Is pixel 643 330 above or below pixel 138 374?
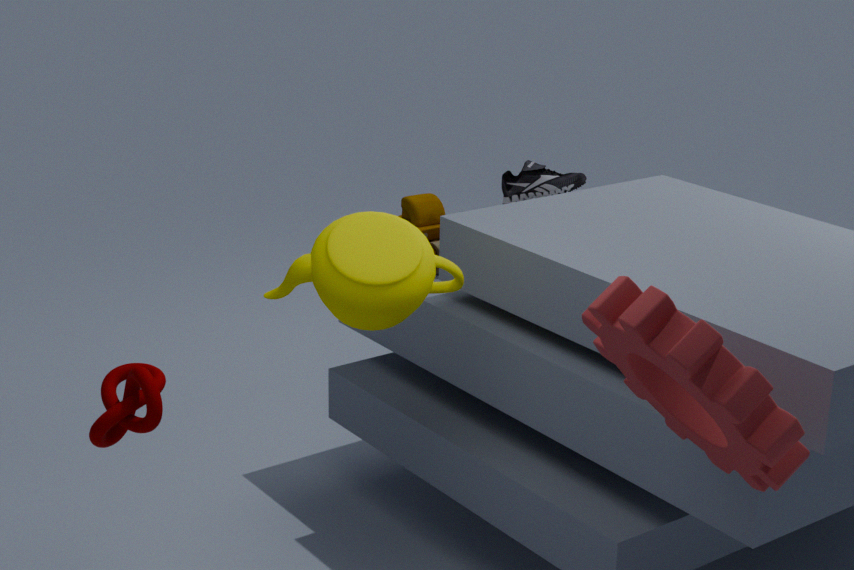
above
